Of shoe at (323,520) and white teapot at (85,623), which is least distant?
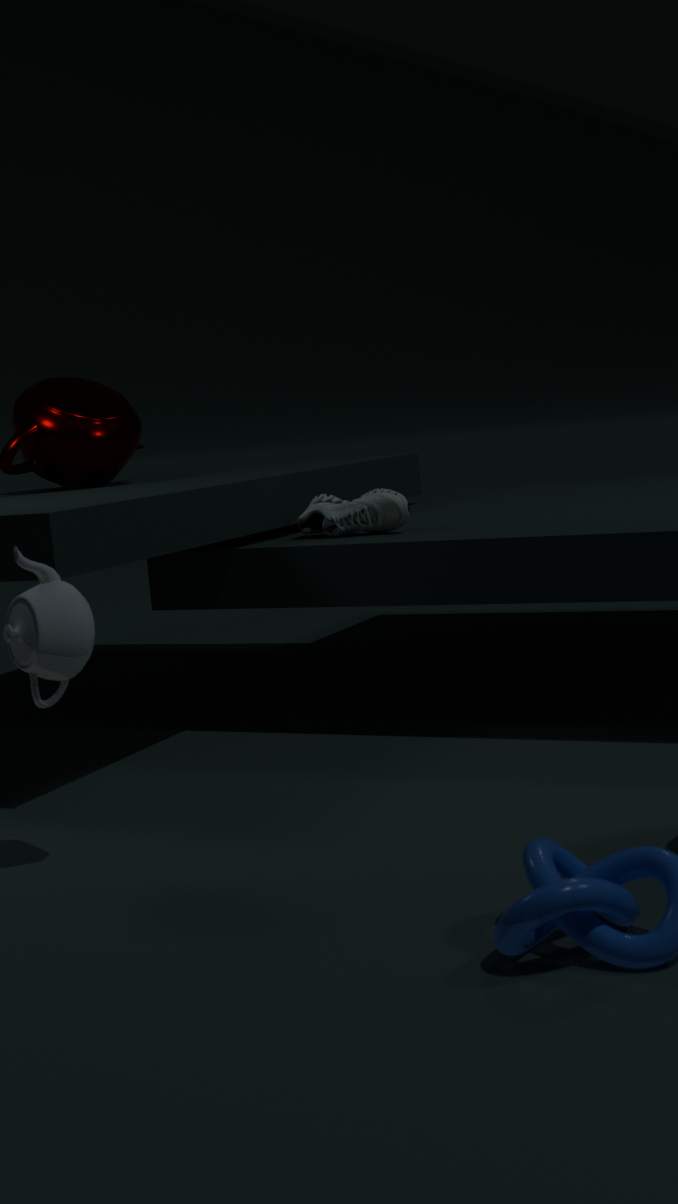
white teapot at (85,623)
